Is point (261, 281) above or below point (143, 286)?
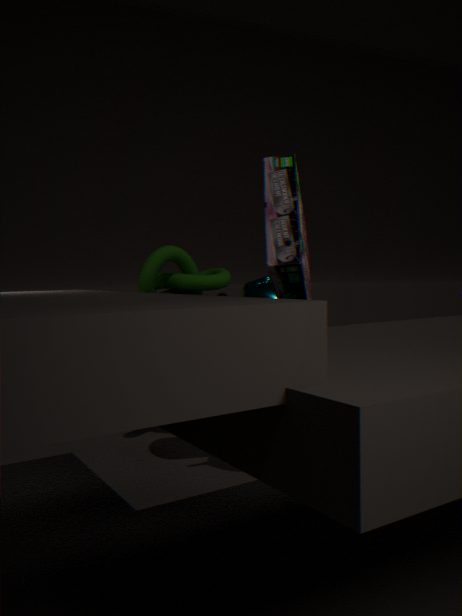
below
